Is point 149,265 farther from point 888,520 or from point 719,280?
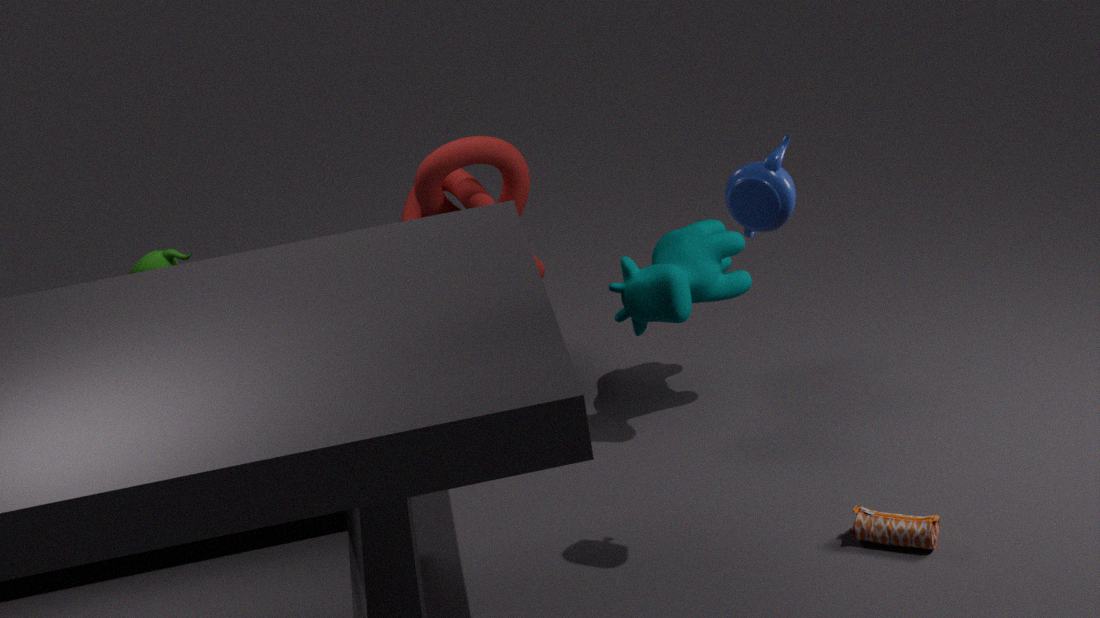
point 888,520
